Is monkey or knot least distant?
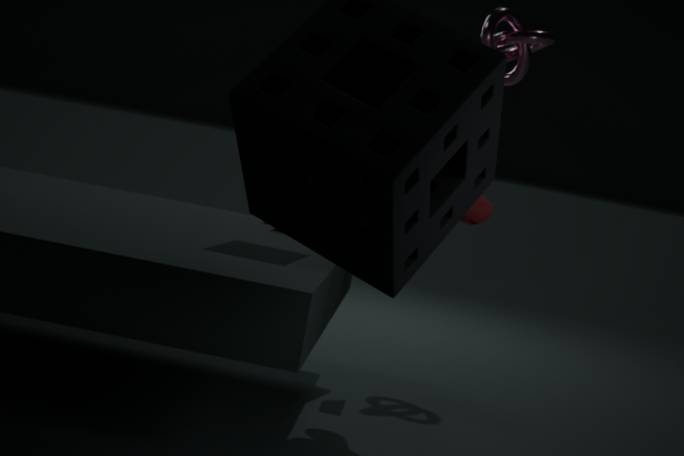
monkey
